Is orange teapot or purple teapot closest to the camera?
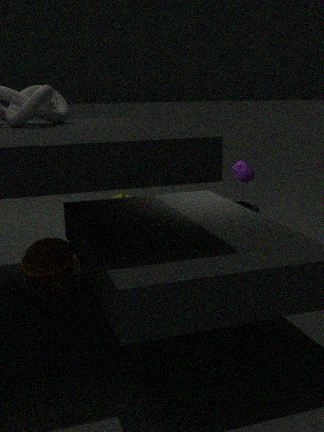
orange teapot
